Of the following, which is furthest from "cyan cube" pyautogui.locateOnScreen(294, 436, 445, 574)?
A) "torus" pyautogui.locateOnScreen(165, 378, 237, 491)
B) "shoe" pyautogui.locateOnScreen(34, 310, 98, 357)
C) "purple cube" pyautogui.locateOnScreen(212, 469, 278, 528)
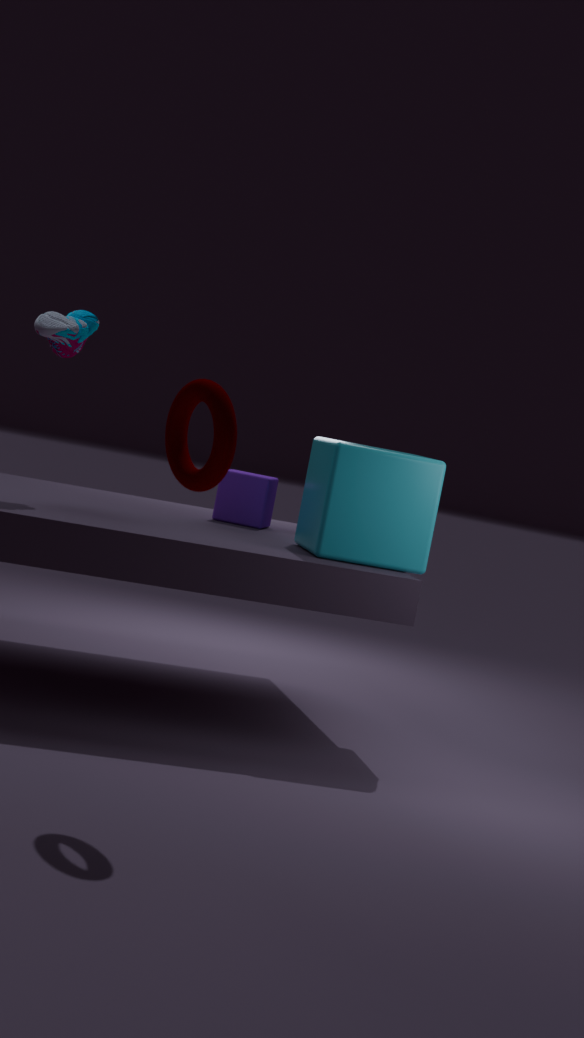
"torus" pyautogui.locateOnScreen(165, 378, 237, 491)
